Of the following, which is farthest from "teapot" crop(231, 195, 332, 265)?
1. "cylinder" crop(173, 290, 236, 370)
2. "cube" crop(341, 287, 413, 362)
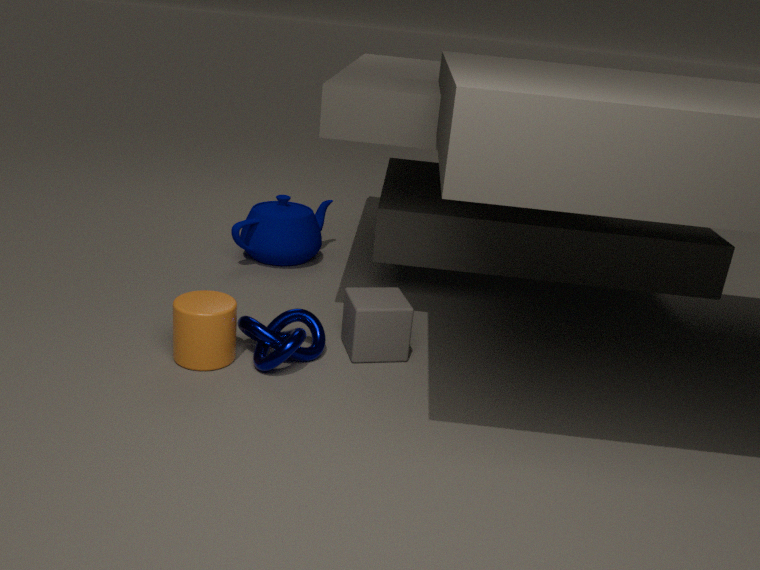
"cylinder" crop(173, 290, 236, 370)
